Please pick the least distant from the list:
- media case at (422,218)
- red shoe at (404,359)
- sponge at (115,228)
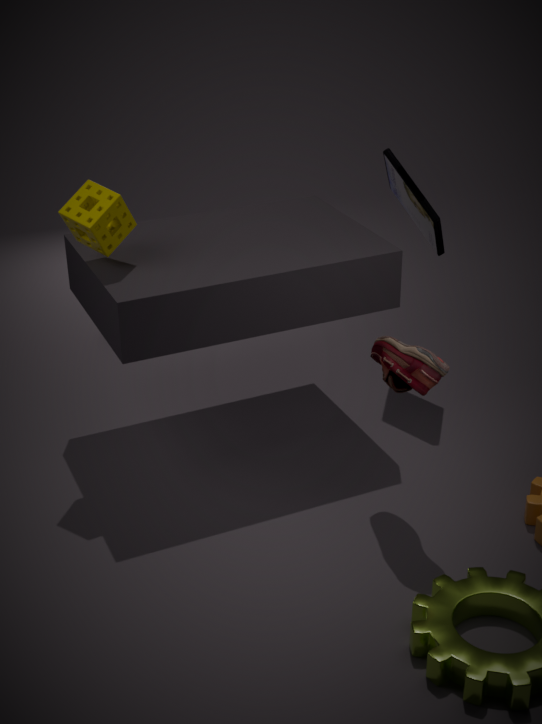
red shoe at (404,359)
